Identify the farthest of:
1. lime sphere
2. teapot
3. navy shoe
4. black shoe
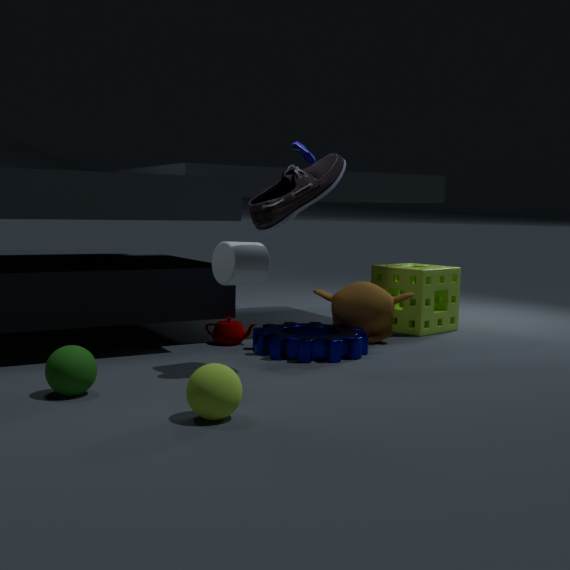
navy shoe
